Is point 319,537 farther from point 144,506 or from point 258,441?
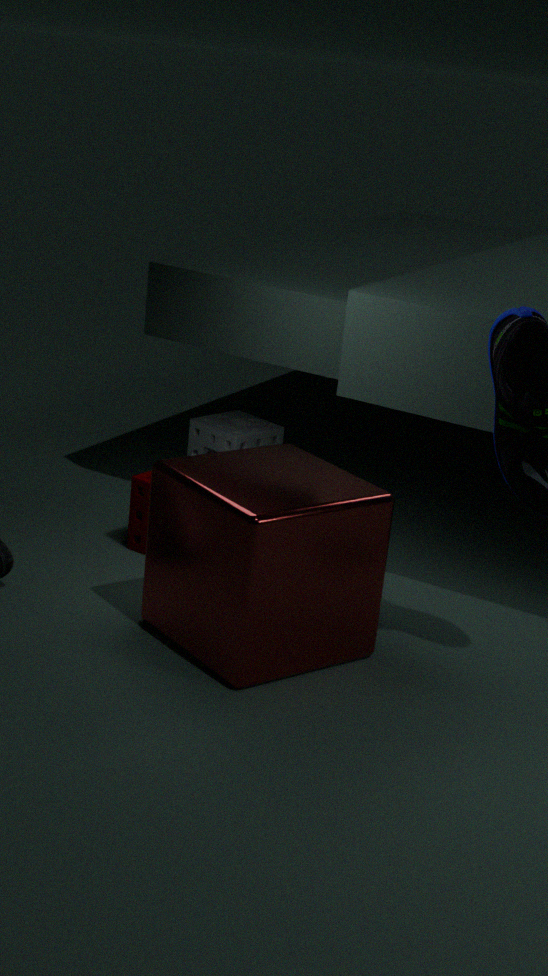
point 258,441
